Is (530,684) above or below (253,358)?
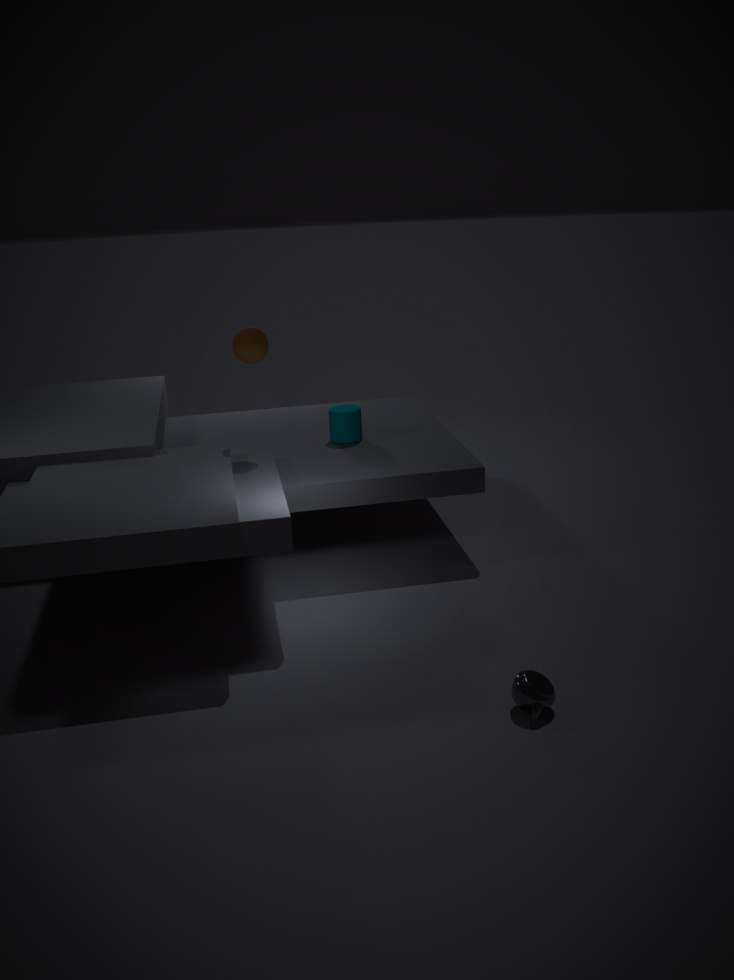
below
